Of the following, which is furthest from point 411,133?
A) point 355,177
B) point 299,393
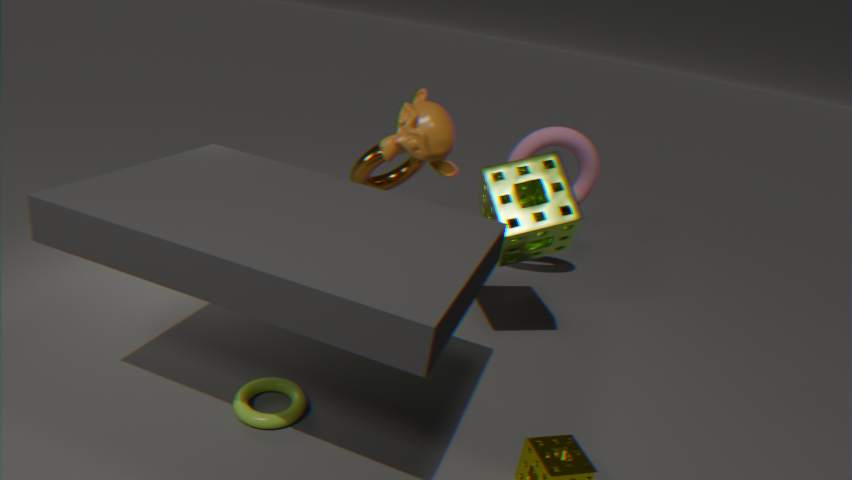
point 299,393
